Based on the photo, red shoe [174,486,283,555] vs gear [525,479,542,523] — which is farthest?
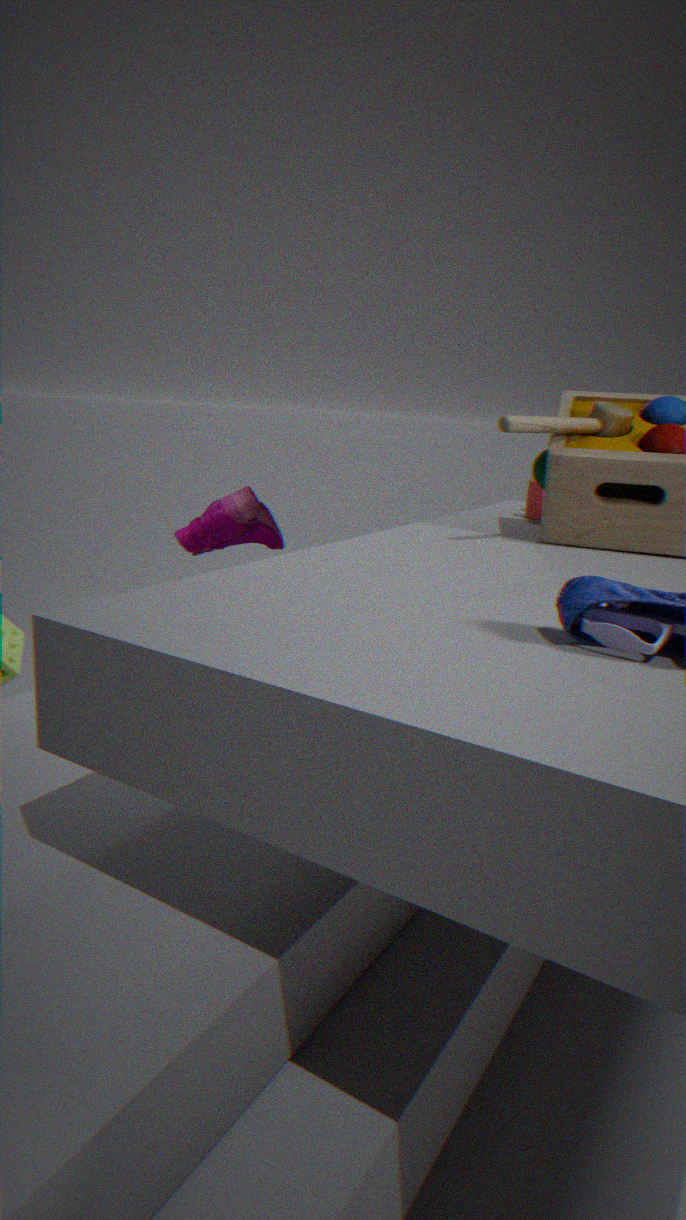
red shoe [174,486,283,555]
